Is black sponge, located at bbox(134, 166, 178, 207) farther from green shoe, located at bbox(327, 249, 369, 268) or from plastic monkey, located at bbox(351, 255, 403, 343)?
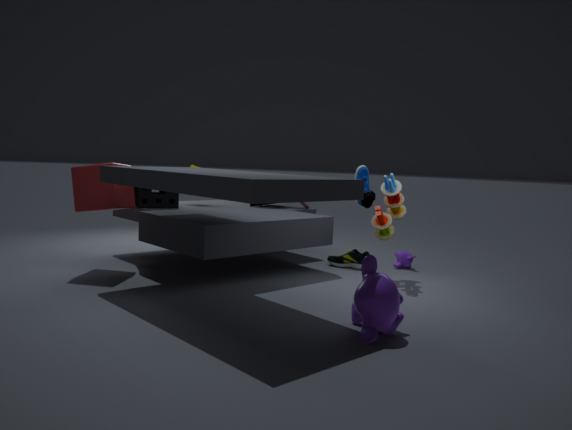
plastic monkey, located at bbox(351, 255, 403, 343)
